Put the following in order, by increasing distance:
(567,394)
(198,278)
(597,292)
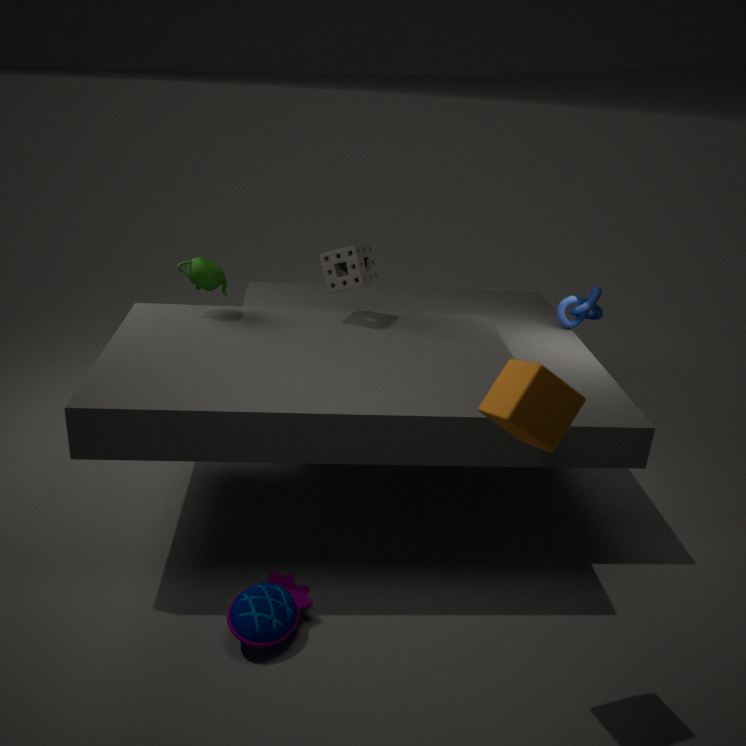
(567,394) < (198,278) < (597,292)
